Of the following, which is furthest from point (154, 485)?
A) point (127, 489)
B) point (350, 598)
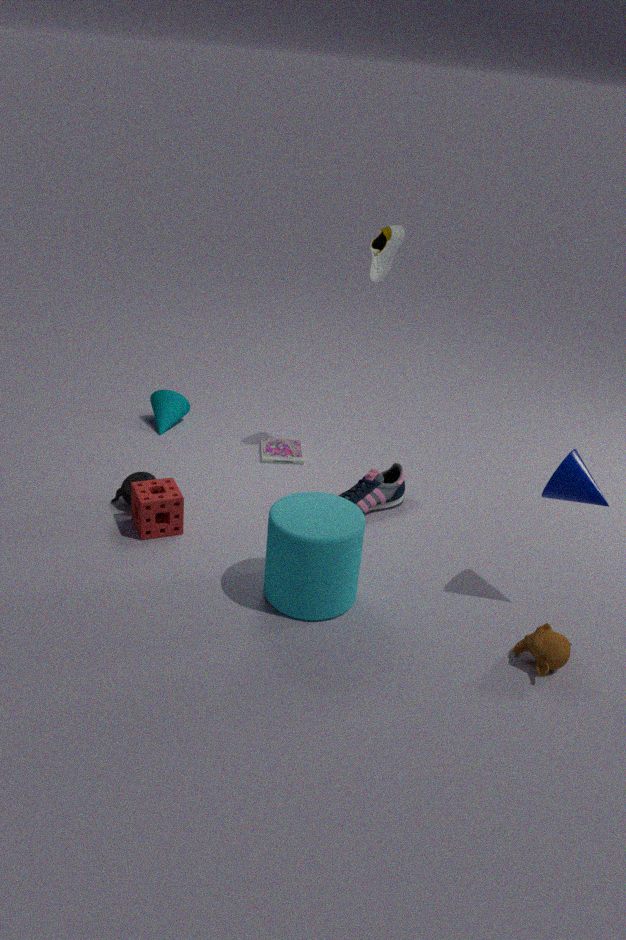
point (350, 598)
